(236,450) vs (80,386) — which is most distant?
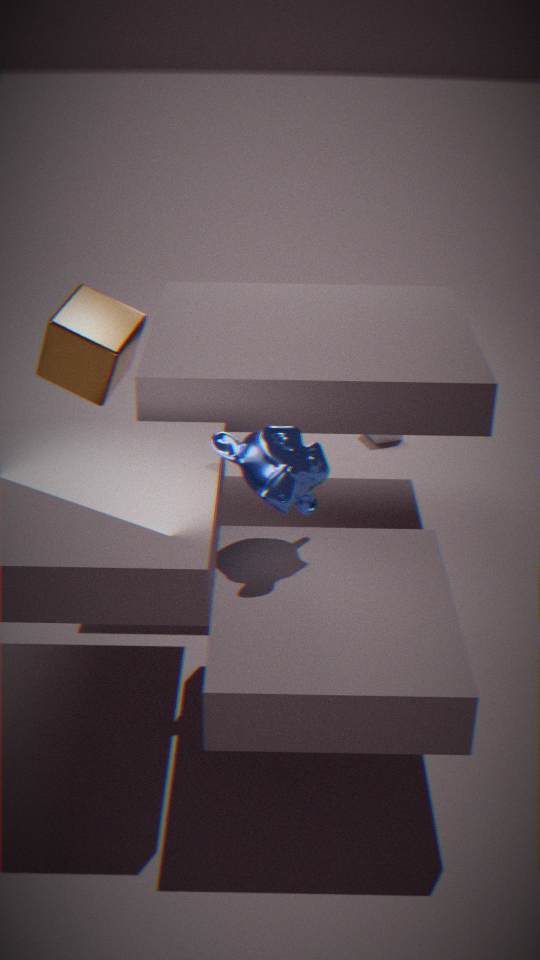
(80,386)
